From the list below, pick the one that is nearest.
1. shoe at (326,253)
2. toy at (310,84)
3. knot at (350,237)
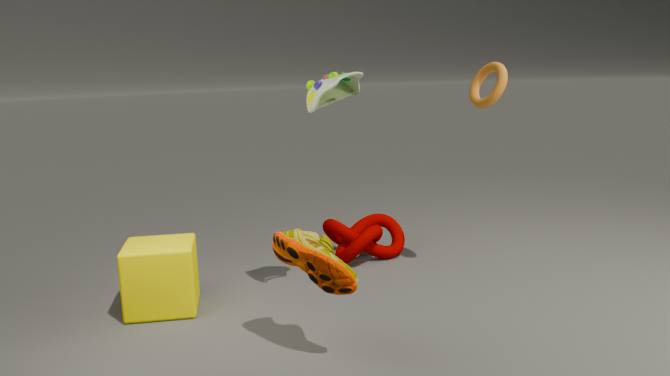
shoe at (326,253)
